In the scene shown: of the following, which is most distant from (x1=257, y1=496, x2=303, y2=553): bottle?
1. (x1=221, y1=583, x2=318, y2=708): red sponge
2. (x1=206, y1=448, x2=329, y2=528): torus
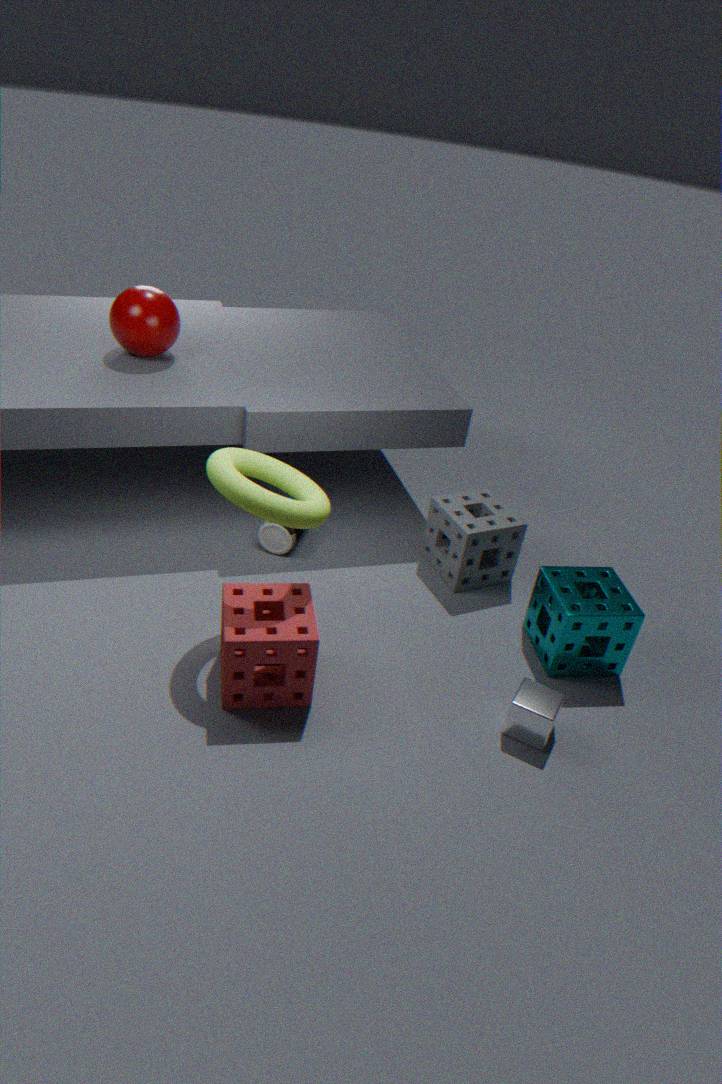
(x1=221, y1=583, x2=318, y2=708): red sponge
